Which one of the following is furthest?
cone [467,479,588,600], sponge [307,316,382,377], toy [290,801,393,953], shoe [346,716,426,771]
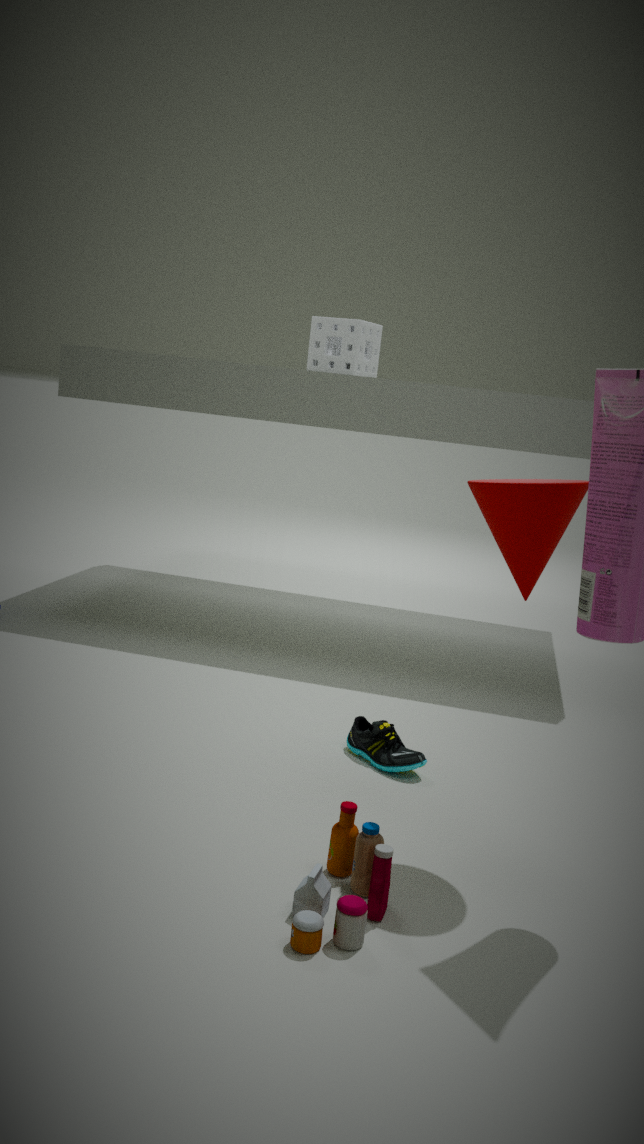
sponge [307,316,382,377]
